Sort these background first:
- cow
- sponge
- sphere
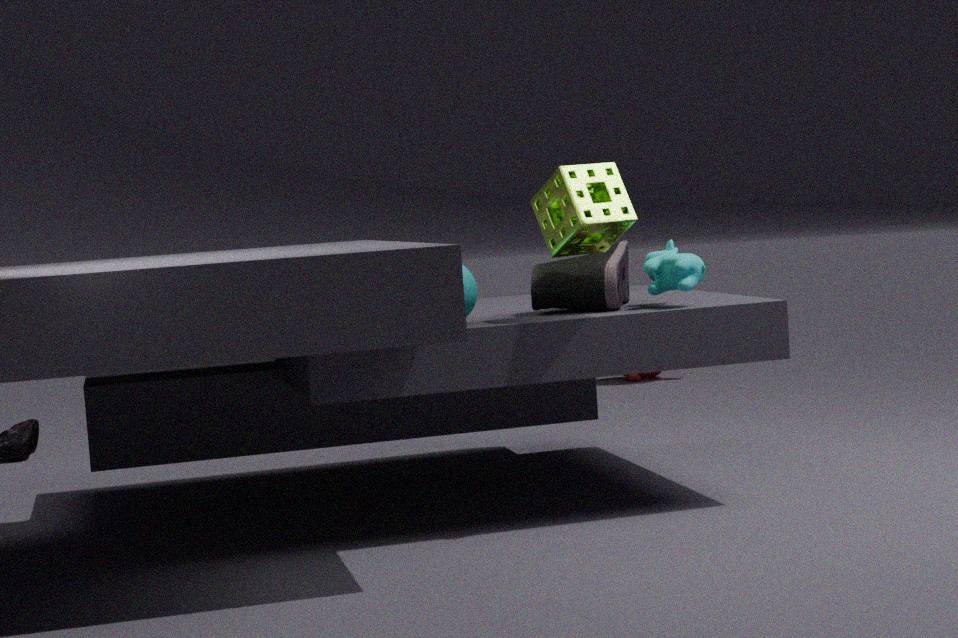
cow → sphere → sponge
